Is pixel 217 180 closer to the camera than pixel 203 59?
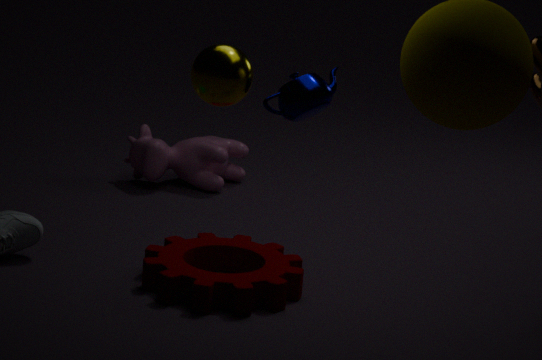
No
